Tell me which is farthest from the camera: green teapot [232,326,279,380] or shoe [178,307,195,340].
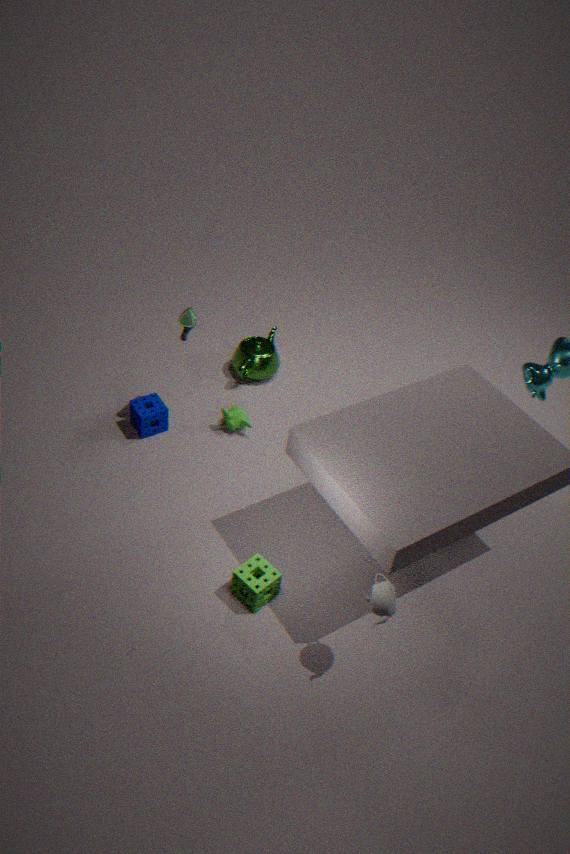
green teapot [232,326,279,380]
